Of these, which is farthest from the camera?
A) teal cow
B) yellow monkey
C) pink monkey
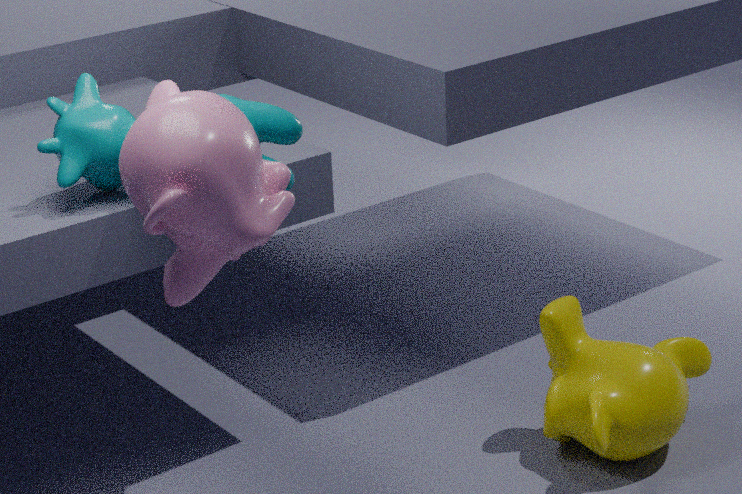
yellow monkey
